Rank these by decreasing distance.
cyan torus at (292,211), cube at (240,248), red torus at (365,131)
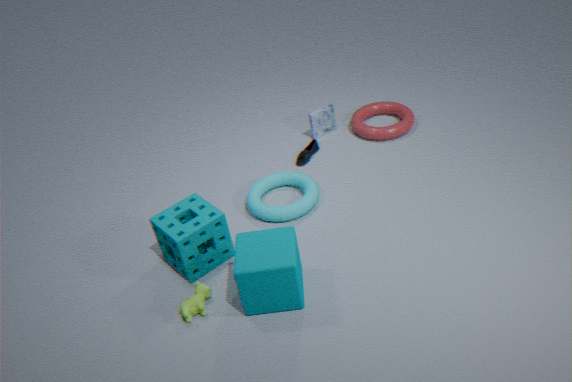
red torus at (365,131)
cyan torus at (292,211)
cube at (240,248)
